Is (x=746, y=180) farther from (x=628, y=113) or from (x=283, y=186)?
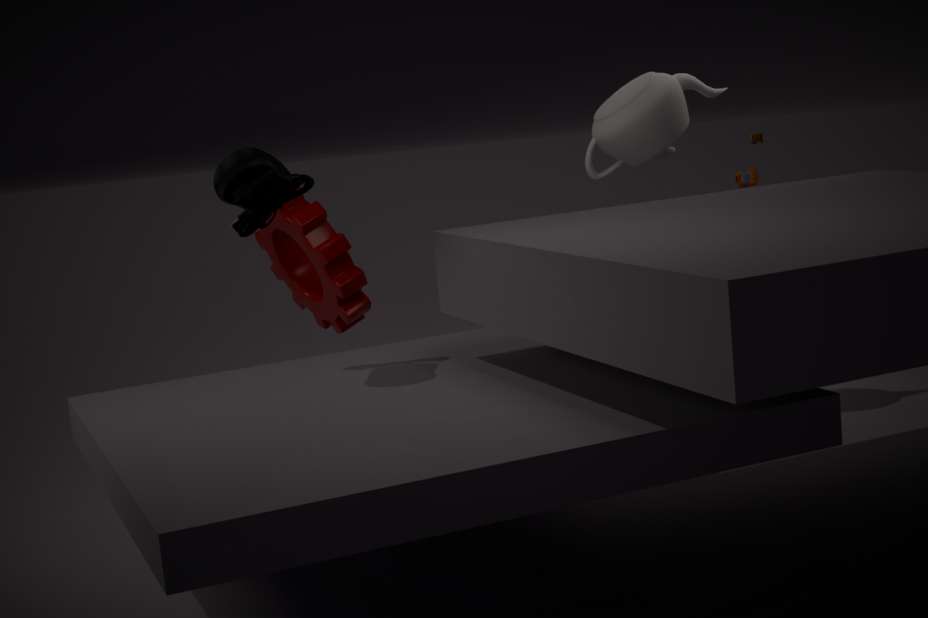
(x=283, y=186)
